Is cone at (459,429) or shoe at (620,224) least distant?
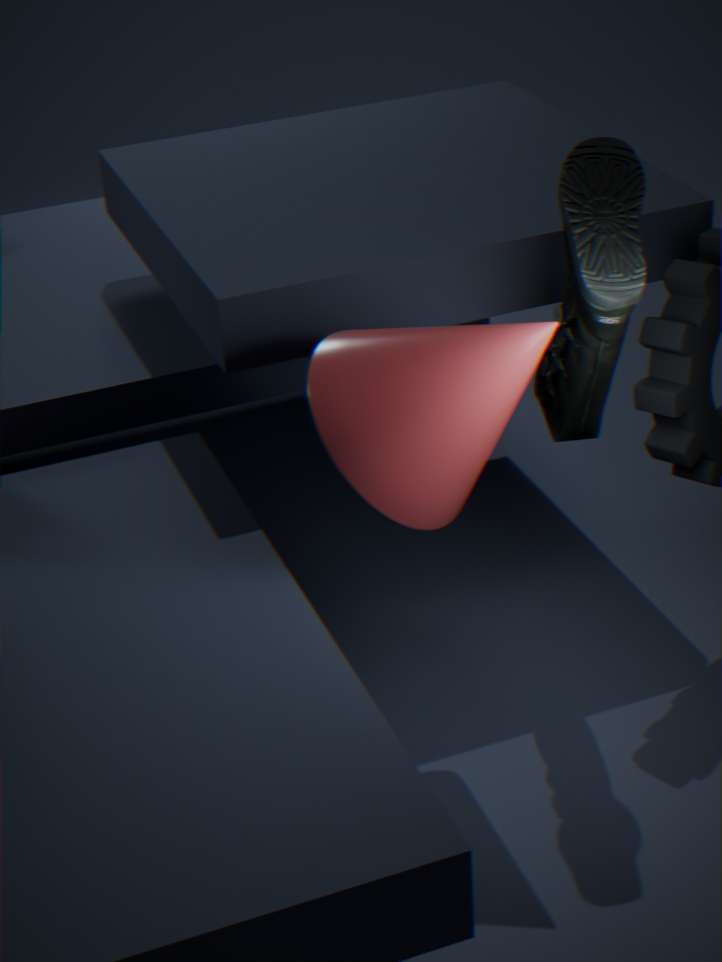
cone at (459,429)
